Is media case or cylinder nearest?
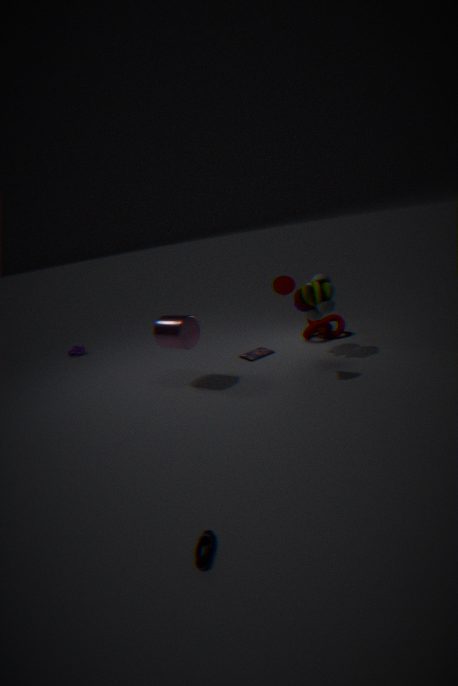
cylinder
